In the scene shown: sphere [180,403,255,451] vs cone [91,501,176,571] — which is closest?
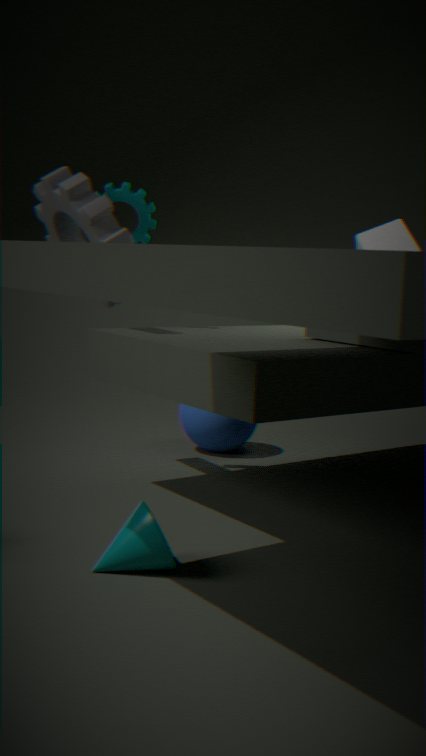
cone [91,501,176,571]
